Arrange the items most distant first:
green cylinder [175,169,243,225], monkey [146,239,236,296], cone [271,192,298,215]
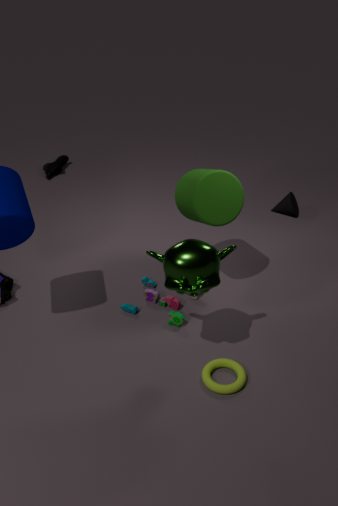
cone [271,192,298,215], green cylinder [175,169,243,225], monkey [146,239,236,296]
